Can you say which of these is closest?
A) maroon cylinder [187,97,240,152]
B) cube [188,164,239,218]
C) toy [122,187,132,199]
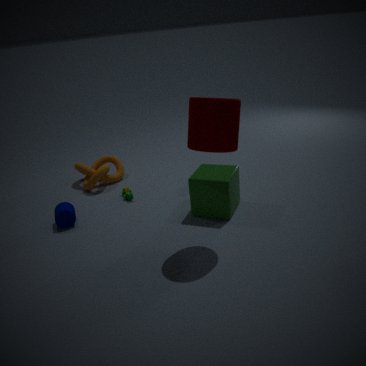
maroon cylinder [187,97,240,152]
